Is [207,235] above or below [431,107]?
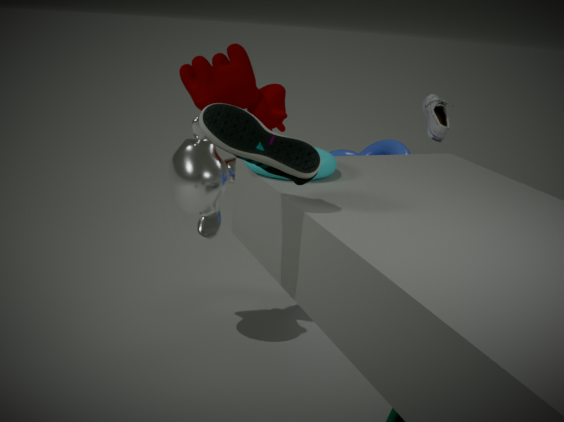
below
